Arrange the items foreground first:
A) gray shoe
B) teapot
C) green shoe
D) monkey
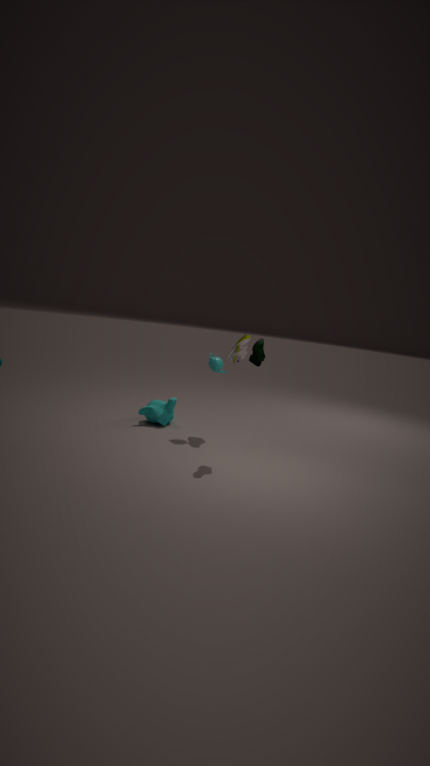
green shoe
teapot
gray shoe
monkey
